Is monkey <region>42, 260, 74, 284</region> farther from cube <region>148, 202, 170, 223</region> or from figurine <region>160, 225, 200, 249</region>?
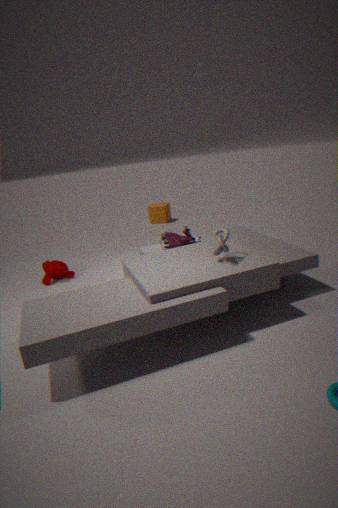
cube <region>148, 202, 170, 223</region>
